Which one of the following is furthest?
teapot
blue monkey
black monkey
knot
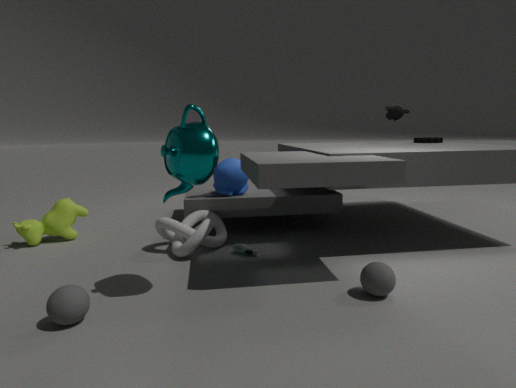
black monkey
